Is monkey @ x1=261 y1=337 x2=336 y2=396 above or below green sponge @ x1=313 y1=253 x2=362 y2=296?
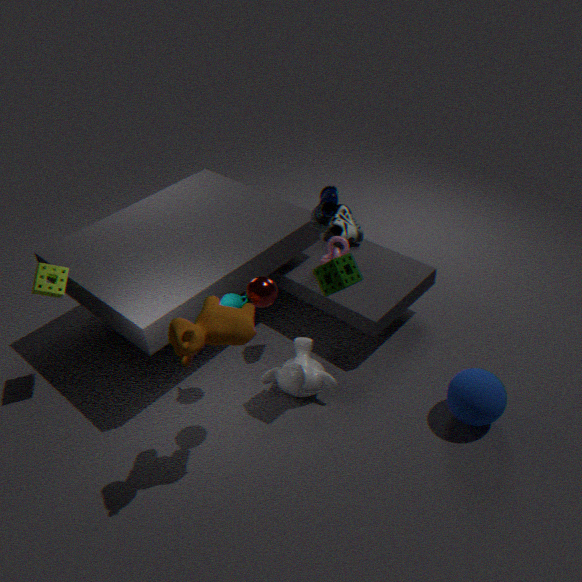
below
